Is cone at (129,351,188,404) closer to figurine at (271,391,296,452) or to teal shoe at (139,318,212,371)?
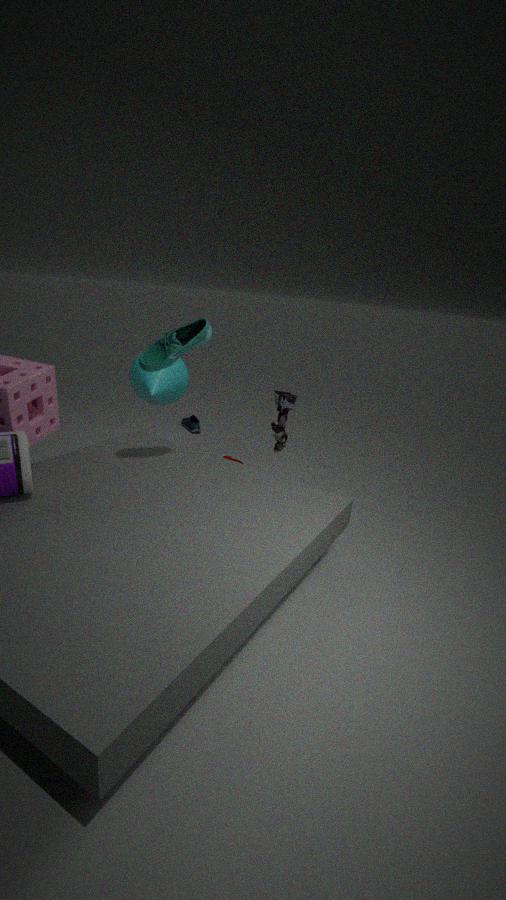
teal shoe at (139,318,212,371)
